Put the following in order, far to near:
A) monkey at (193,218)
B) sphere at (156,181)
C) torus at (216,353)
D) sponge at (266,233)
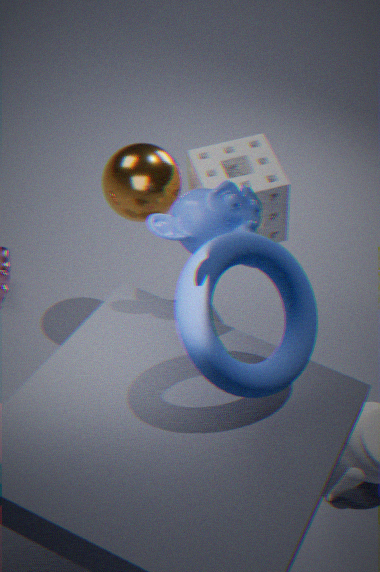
sponge at (266,233)
sphere at (156,181)
monkey at (193,218)
torus at (216,353)
